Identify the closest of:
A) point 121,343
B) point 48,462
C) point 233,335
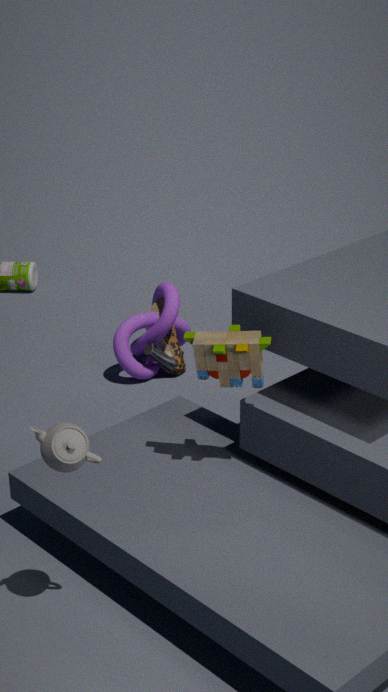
point 48,462
